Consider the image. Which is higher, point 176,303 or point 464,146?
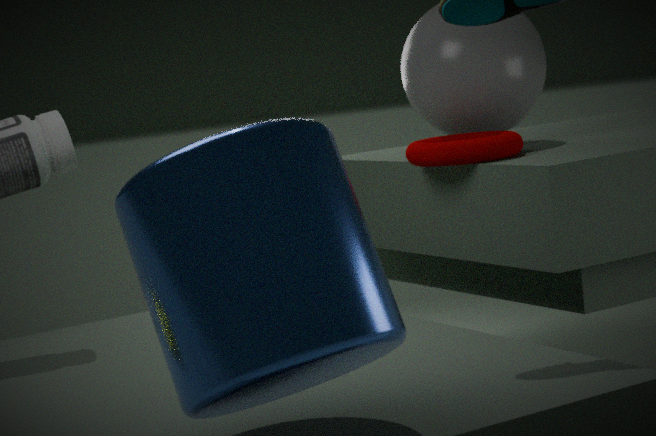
point 464,146
